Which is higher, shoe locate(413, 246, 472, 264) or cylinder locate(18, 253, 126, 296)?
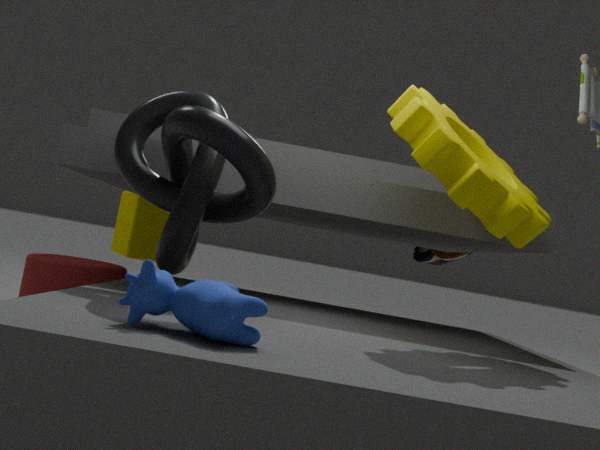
shoe locate(413, 246, 472, 264)
